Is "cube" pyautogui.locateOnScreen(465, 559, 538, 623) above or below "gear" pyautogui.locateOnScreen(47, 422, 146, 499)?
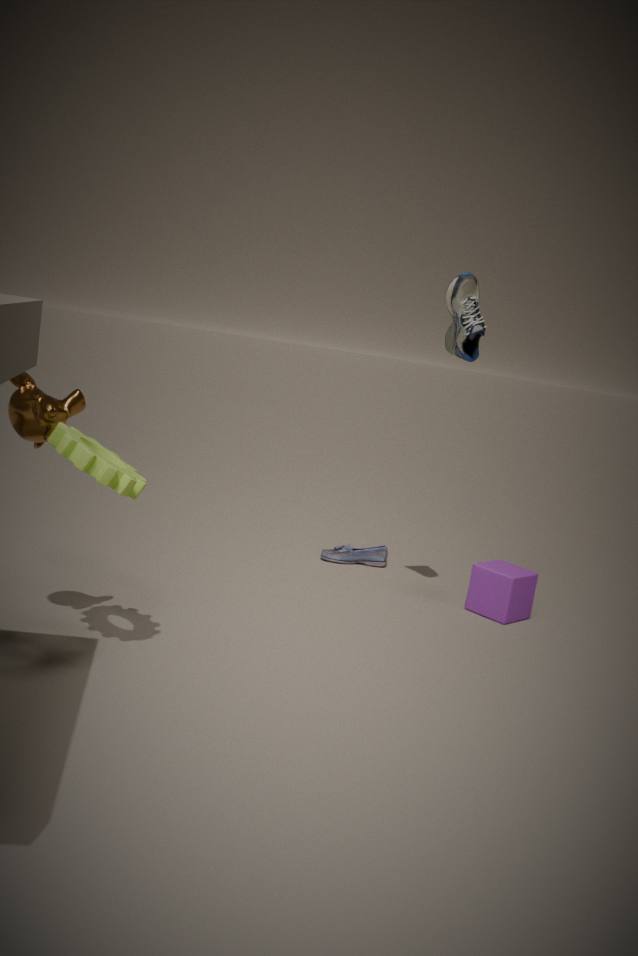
below
